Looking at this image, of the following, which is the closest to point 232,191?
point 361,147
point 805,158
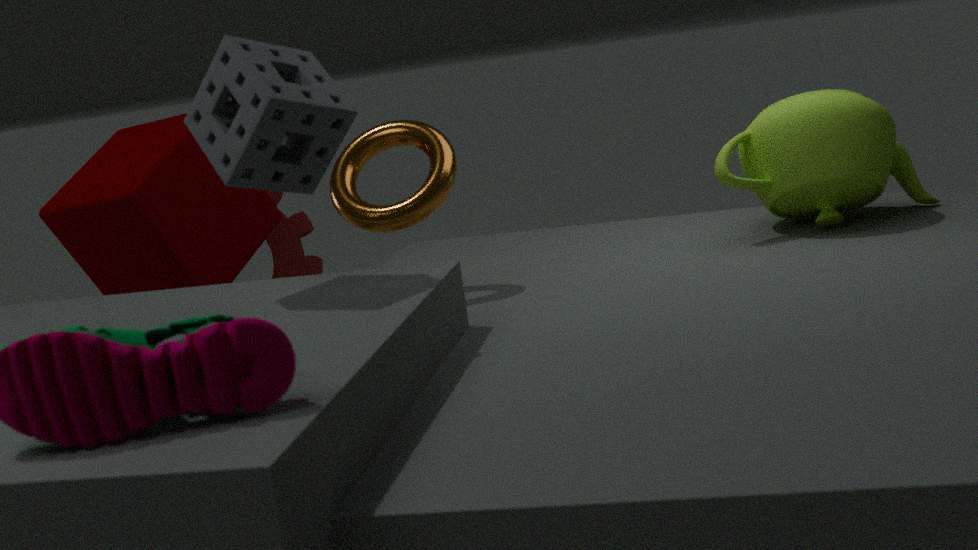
point 361,147
